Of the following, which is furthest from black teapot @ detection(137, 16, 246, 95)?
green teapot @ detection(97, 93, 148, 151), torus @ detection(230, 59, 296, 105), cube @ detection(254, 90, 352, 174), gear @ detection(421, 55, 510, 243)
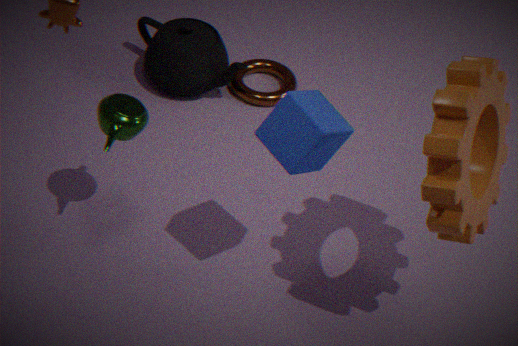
gear @ detection(421, 55, 510, 243)
